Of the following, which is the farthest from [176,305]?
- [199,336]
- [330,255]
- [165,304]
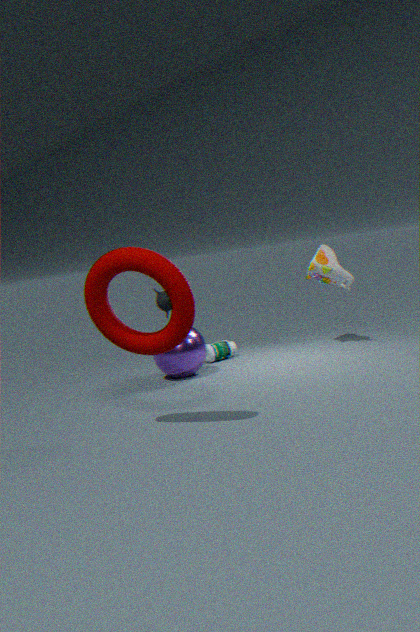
[165,304]
